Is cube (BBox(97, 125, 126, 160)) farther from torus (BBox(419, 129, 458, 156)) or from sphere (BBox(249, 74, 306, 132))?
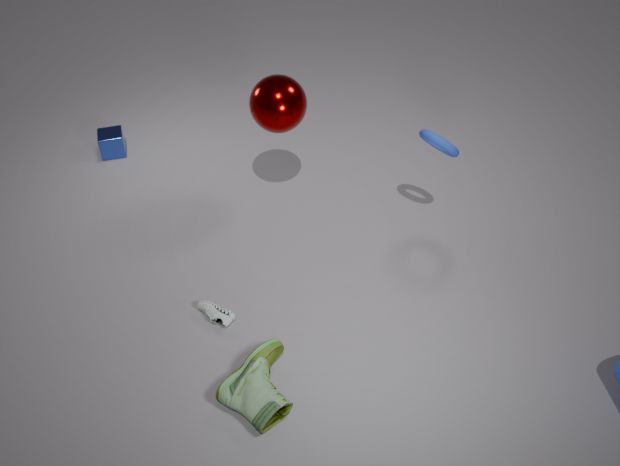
torus (BBox(419, 129, 458, 156))
